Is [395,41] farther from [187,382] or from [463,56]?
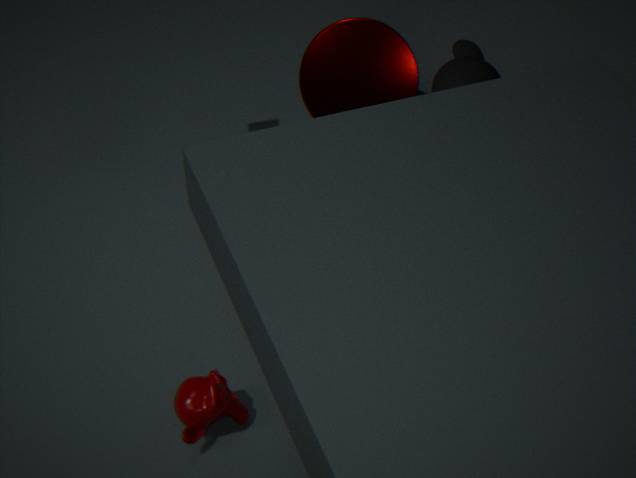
[187,382]
